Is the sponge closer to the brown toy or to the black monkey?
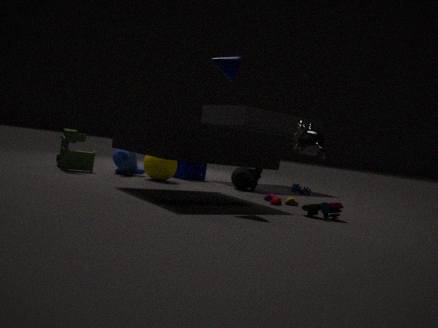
the black monkey
